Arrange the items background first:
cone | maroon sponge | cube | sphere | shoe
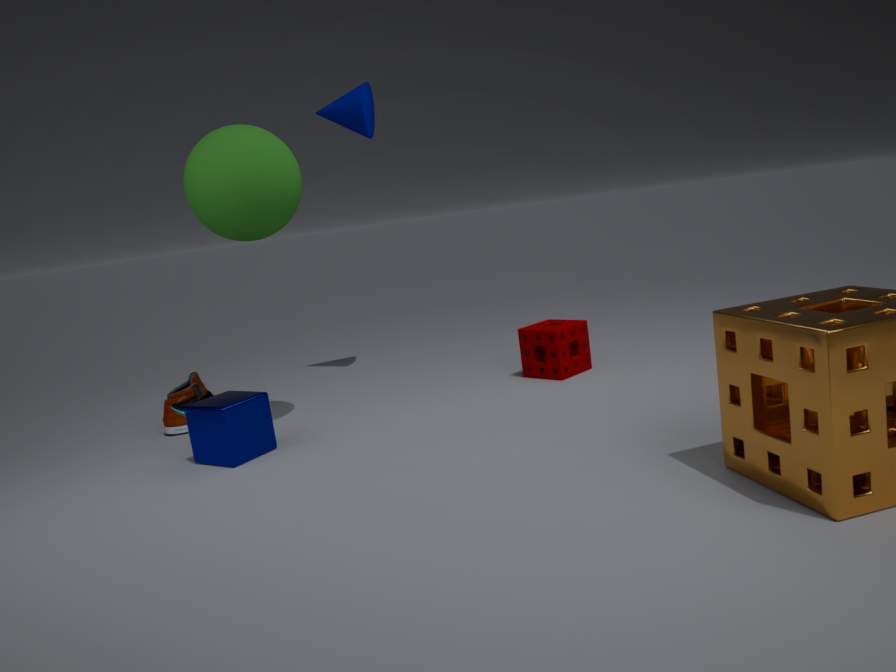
cone
maroon sponge
shoe
sphere
cube
